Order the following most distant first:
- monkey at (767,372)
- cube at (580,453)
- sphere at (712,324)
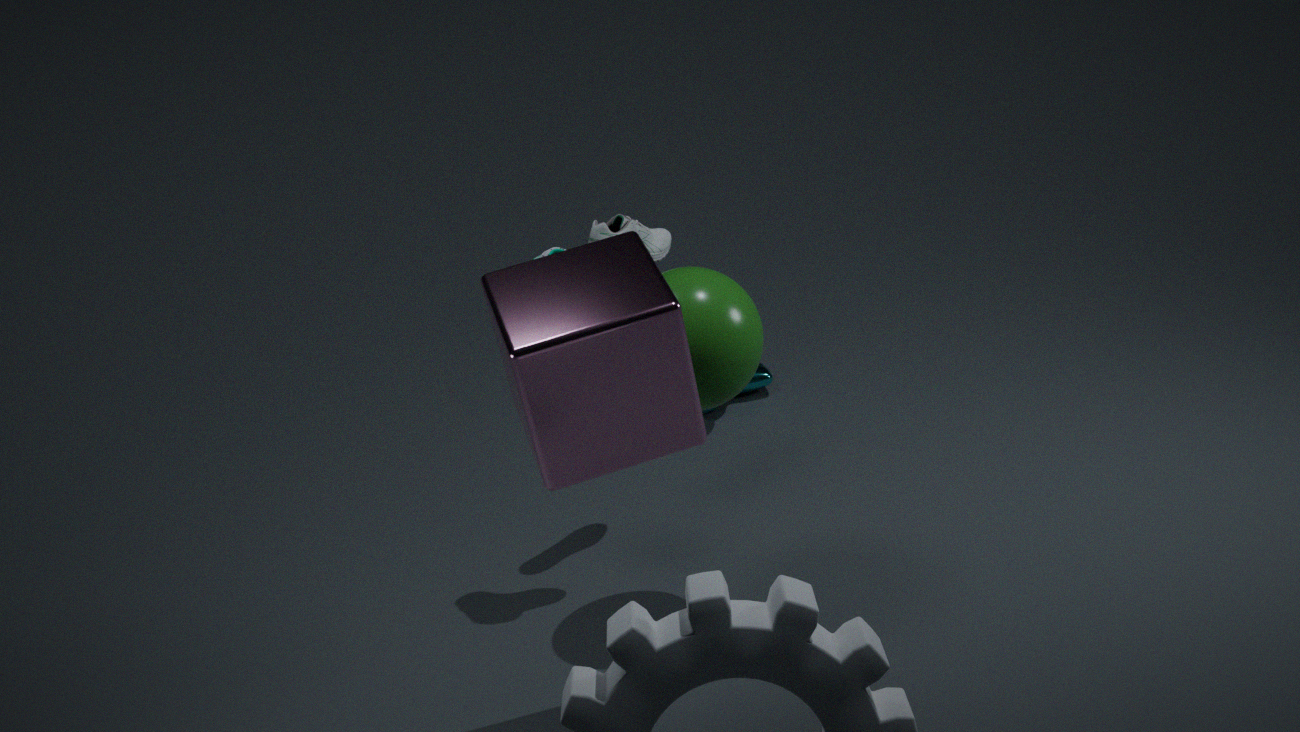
monkey at (767,372) → sphere at (712,324) → cube at (580,453)
